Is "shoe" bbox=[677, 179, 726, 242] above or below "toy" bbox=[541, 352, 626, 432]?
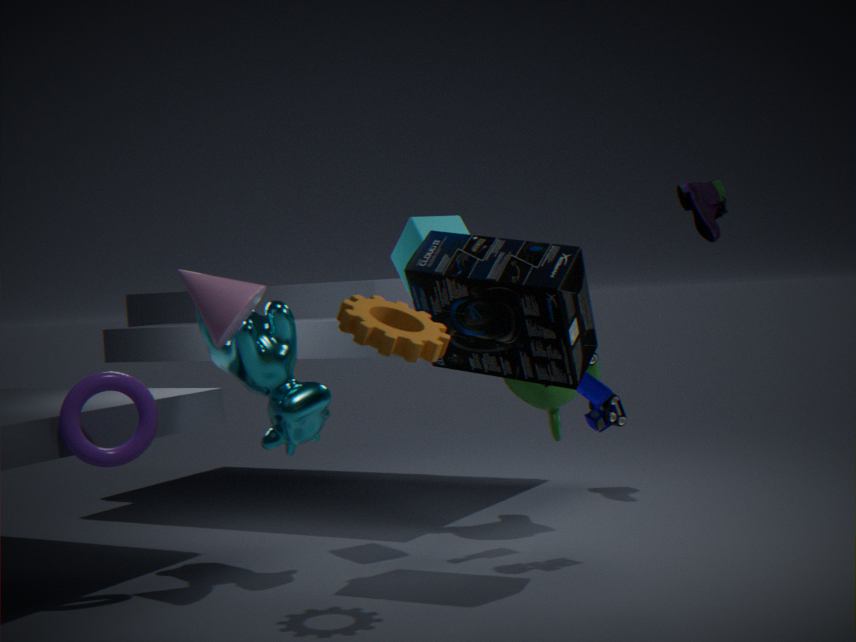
above
